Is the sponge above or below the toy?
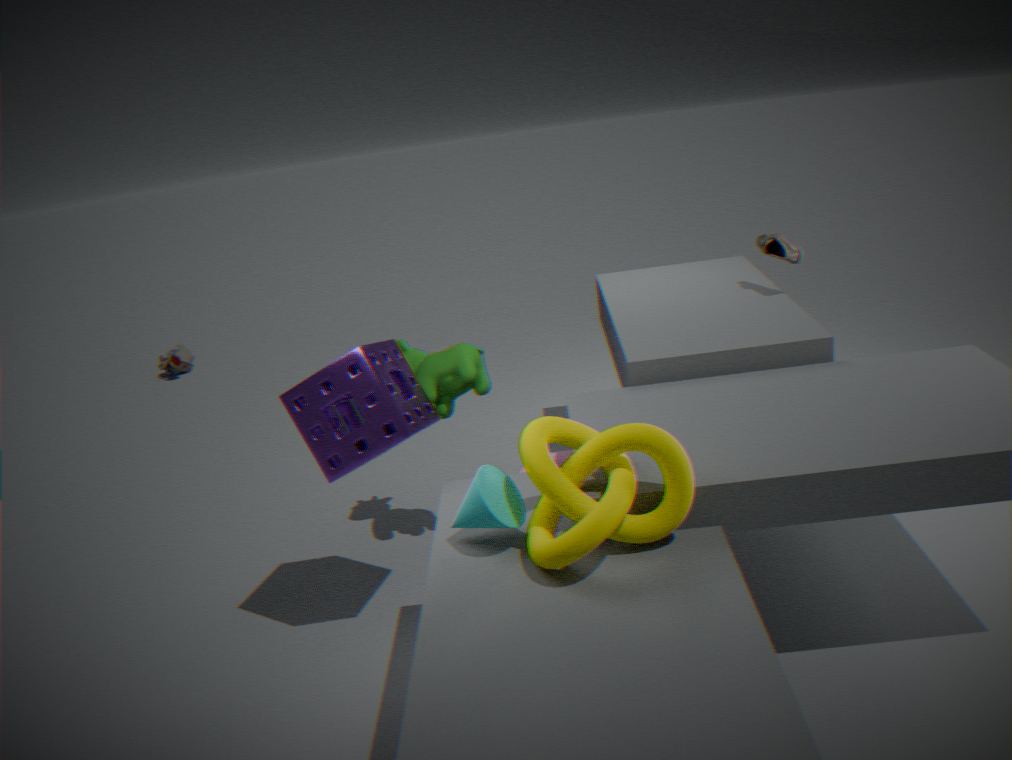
above
